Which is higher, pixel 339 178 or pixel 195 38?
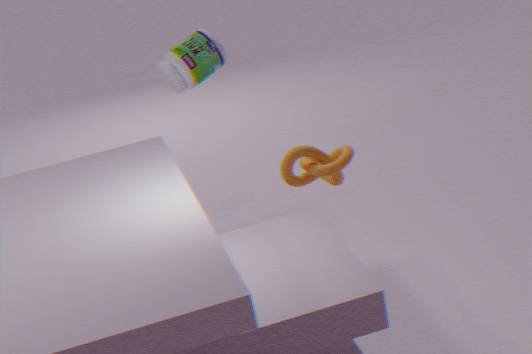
pixel 195 38
